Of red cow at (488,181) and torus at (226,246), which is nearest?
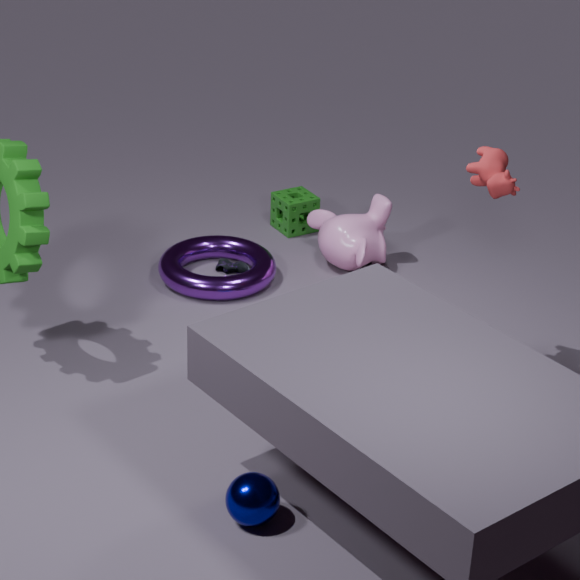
red cow at (488,181)
